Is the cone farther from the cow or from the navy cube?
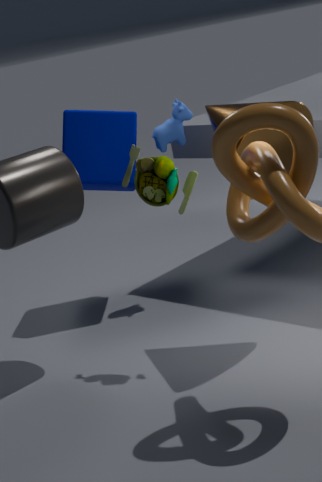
the navy cube
